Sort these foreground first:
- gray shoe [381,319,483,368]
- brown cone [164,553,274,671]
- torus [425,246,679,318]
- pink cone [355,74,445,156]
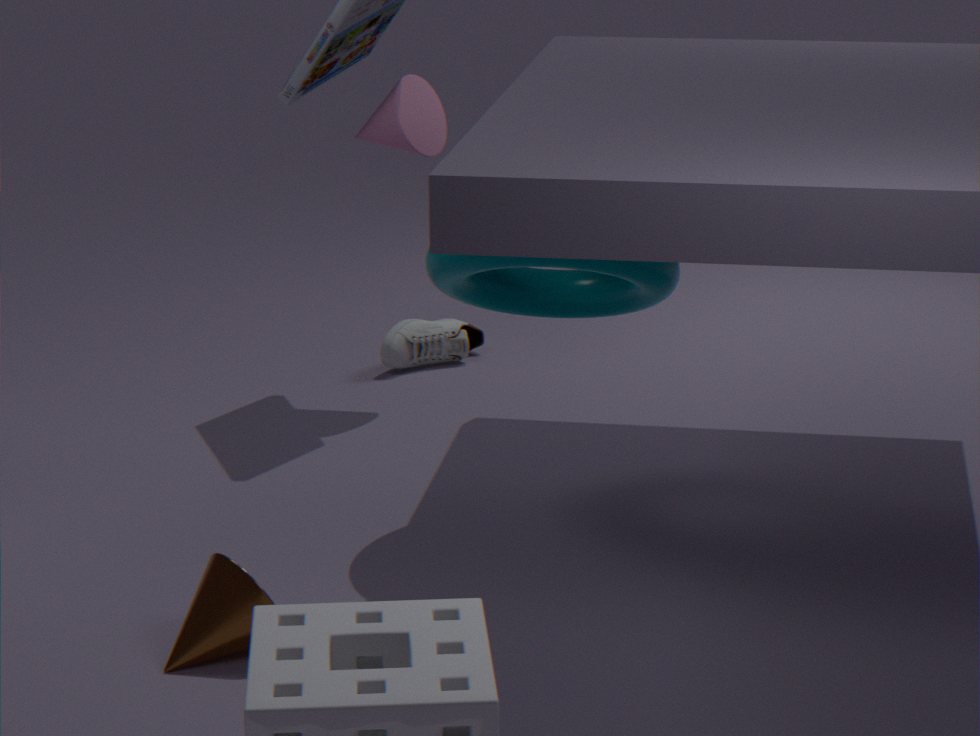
brown cone [164,553,274,671] → torus [425,246,679,318] → pink cone [355,74,445,156] → gray shoe [381,319,483,368]
